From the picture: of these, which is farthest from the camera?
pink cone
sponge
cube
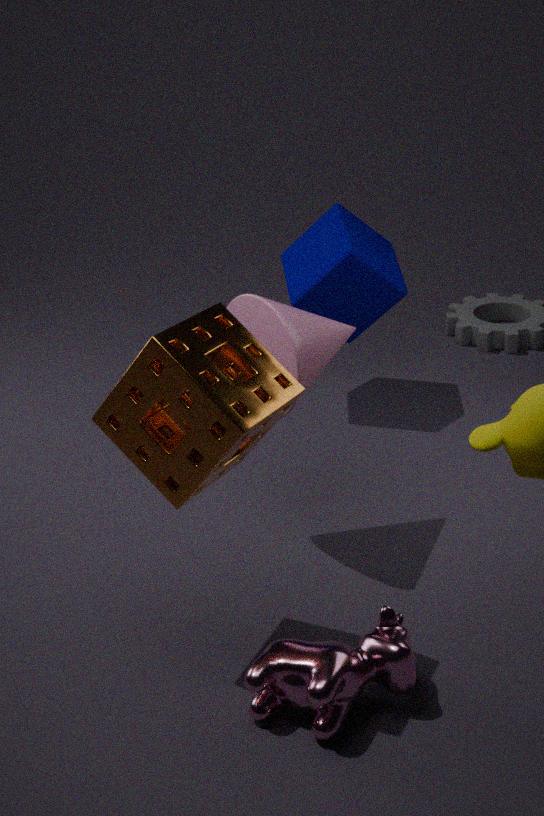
cube
